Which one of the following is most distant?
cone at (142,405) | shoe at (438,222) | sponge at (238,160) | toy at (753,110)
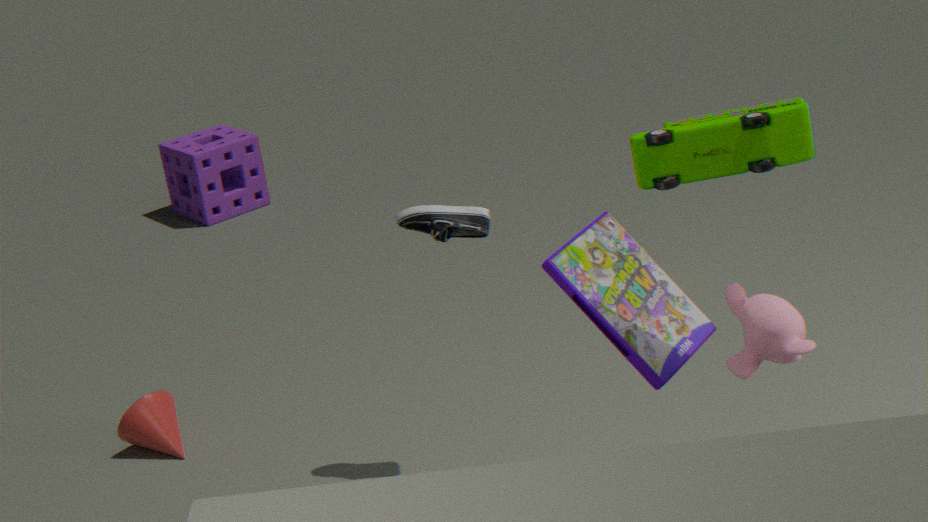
sponge at (238,160)
